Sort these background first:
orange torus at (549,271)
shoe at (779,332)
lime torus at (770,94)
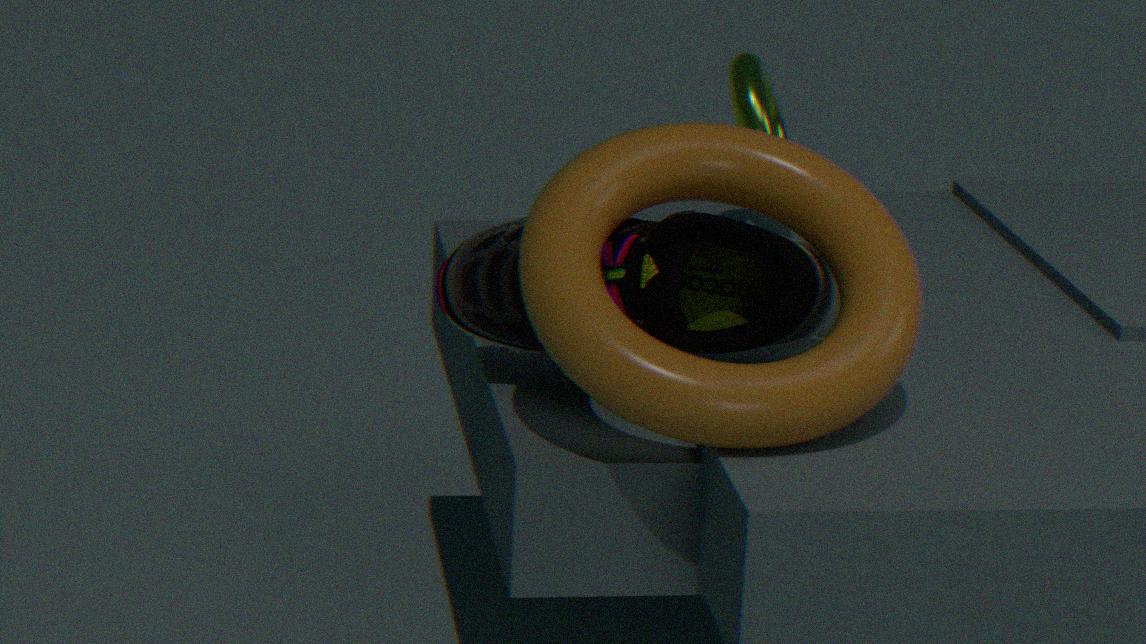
1. lime torus at (770,94)
2. shoe at (779,332)
3. orange torus at (549,271)
